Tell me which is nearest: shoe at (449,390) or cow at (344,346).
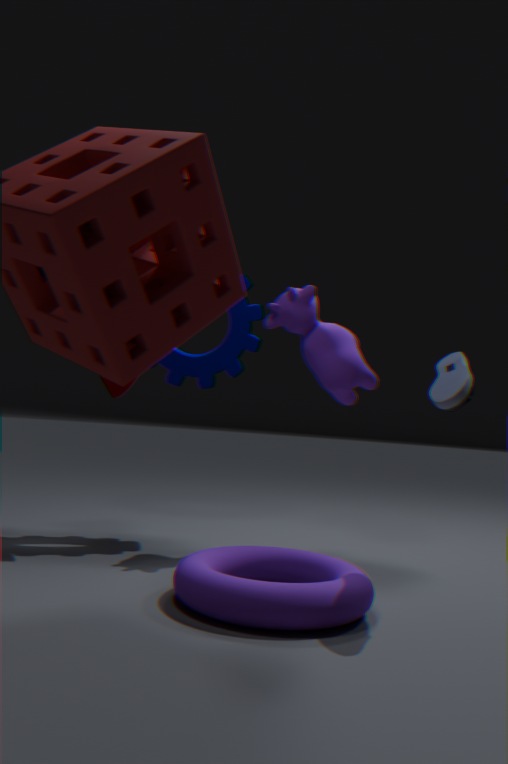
shoe at (449,390)
